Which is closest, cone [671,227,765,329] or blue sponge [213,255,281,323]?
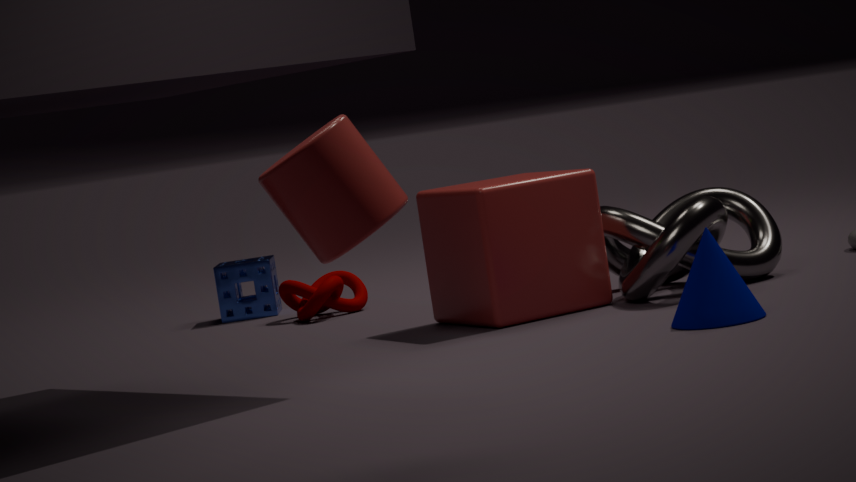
cone [671,227,765,329]
